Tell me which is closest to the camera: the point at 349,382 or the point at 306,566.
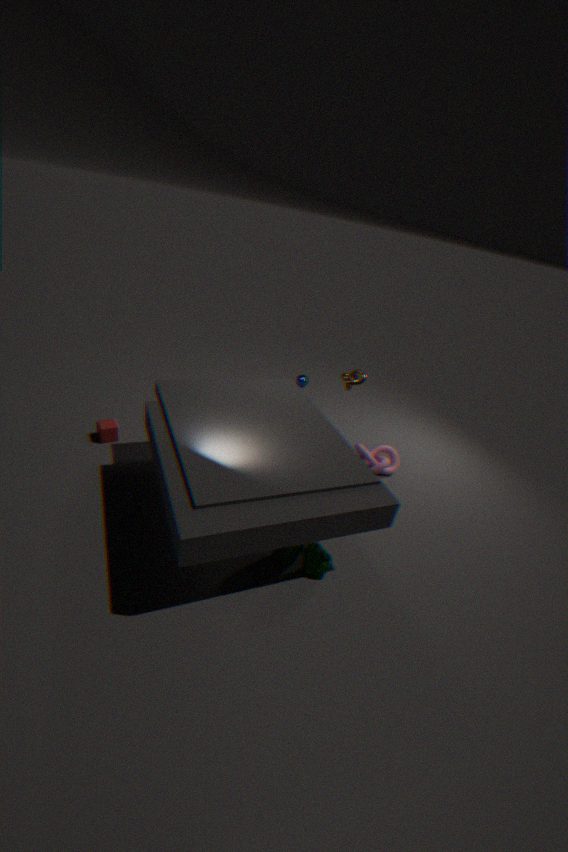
the point at 306,566
